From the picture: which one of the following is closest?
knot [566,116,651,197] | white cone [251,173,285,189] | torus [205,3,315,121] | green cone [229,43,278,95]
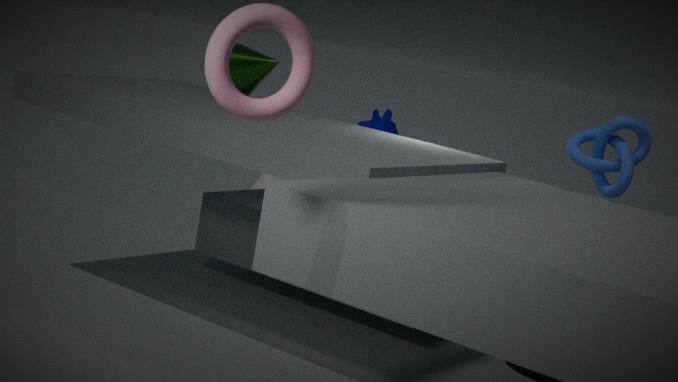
torus [205,3,315,121]
